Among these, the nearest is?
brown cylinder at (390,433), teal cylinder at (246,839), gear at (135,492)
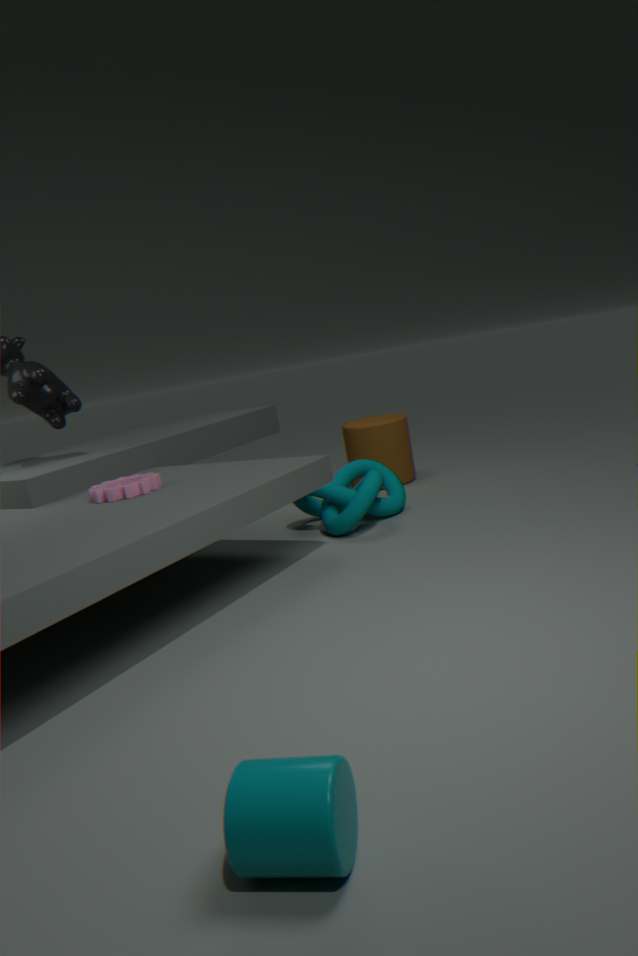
teal cylinder at (246,839)
